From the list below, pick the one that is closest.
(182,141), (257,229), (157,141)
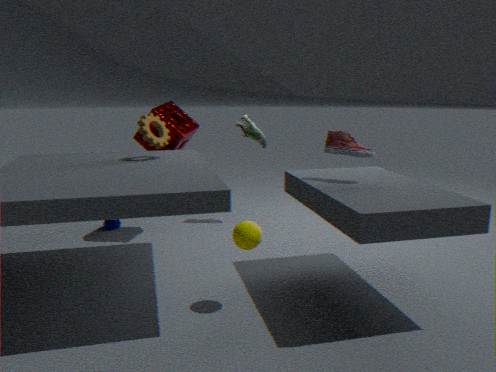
(257,229)
